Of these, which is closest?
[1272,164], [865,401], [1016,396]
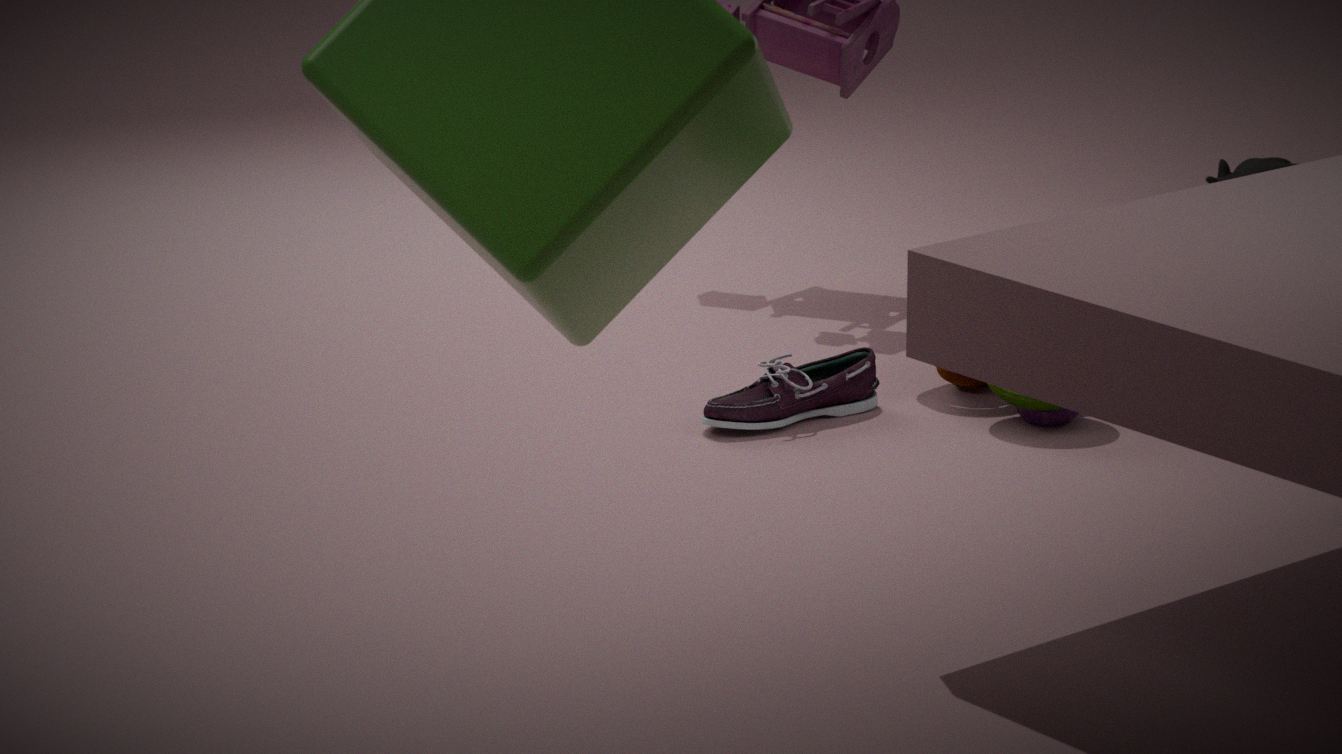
[1016,396]
